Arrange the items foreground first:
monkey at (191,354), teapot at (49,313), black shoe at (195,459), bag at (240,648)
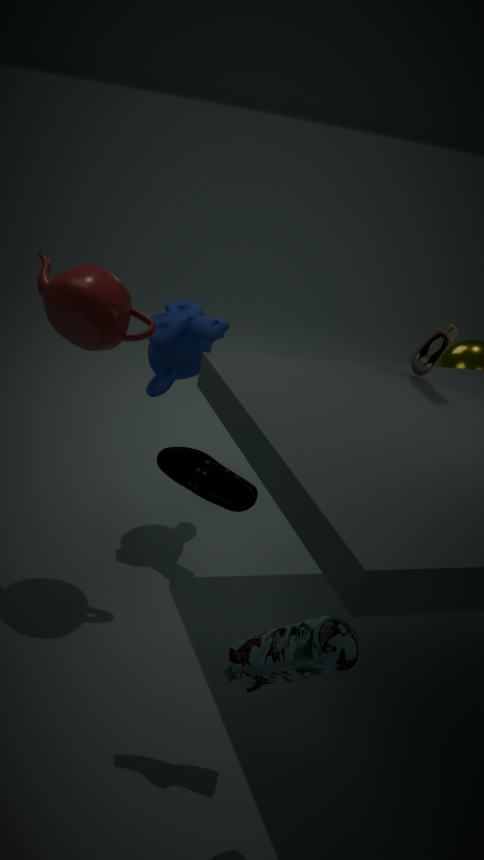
1. bag at (240,648)
2. black shoe at (195,459)
3. teapot at (49,313)
4. monkey at (191,354)
